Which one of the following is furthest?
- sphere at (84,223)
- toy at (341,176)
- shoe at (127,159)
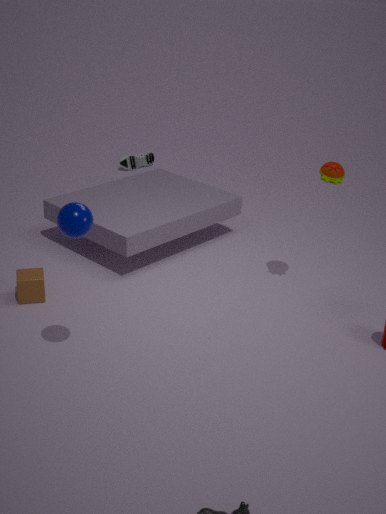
shoe at (127,159)
